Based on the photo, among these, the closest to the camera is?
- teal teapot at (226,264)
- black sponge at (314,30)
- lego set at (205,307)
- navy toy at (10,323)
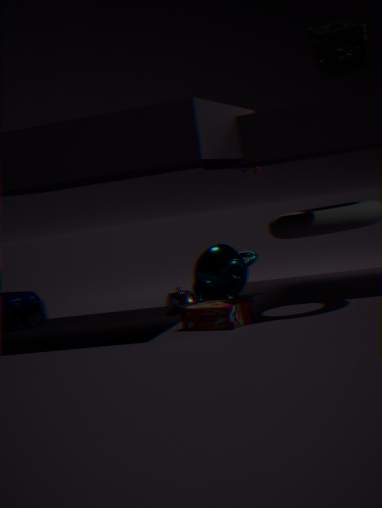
black sponge at (314,30)
